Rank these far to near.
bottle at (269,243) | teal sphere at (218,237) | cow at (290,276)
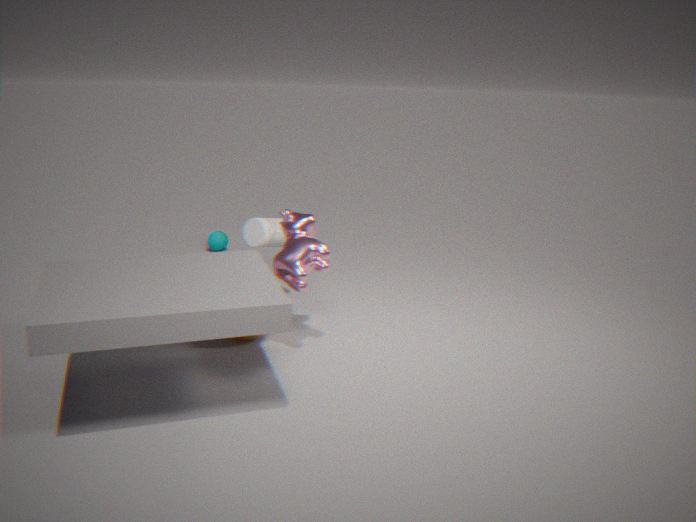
teal sphere at (218,237), bottle at (269,243), cow at (290,276)
